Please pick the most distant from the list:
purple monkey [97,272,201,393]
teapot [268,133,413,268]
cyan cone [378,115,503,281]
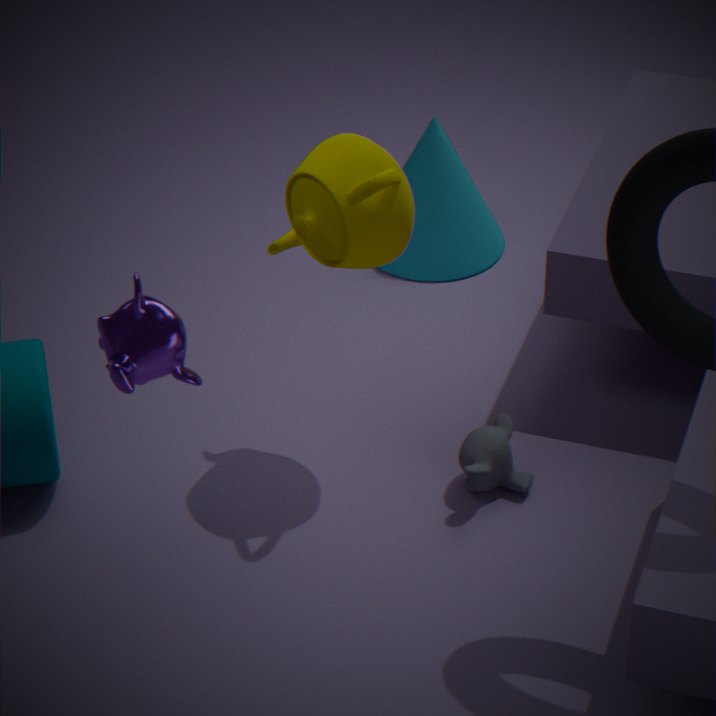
cyan cone [378,115,503,281]
